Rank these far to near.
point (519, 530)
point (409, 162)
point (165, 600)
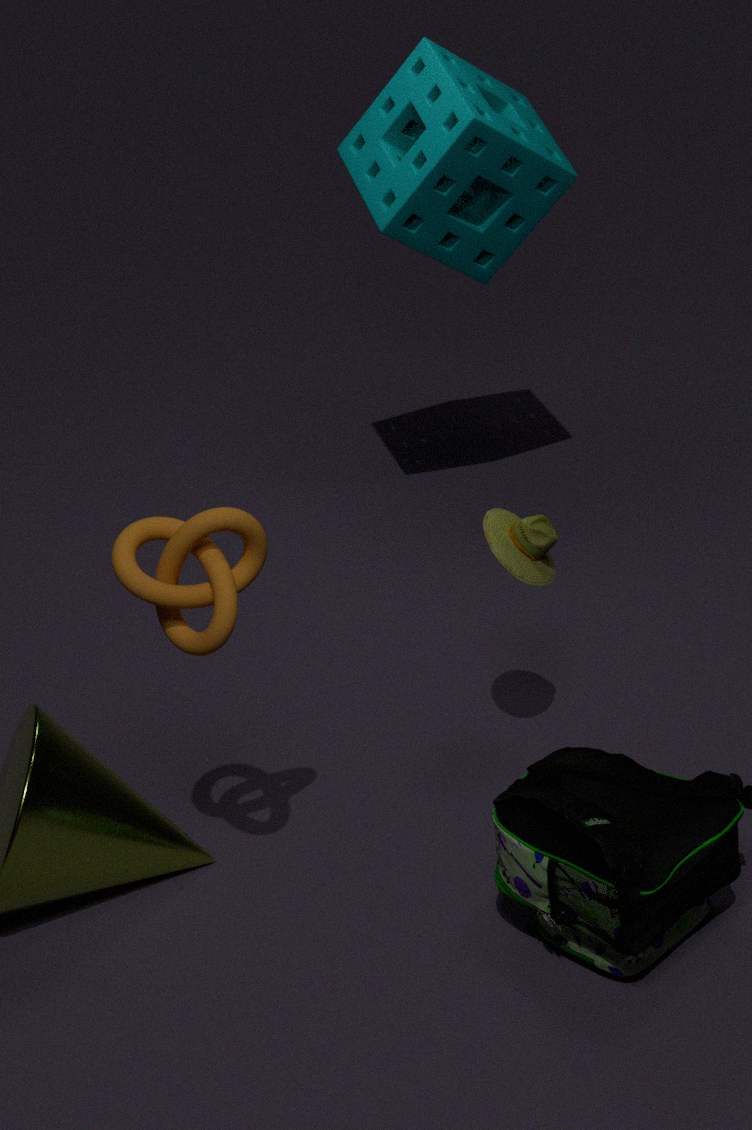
1. point (409, 162)
2. point (519, 530)
3. point (165, 600)
